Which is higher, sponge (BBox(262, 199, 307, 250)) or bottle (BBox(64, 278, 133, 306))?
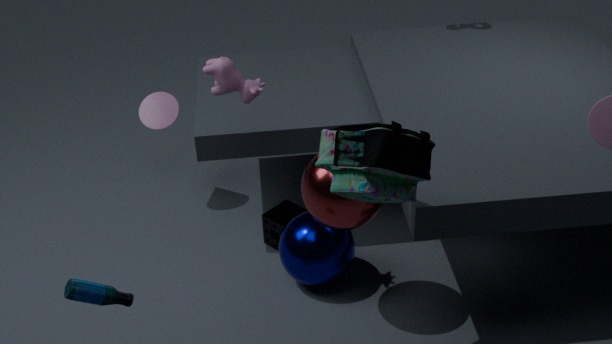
bottle (BBox(64, 278, 133, 306))
